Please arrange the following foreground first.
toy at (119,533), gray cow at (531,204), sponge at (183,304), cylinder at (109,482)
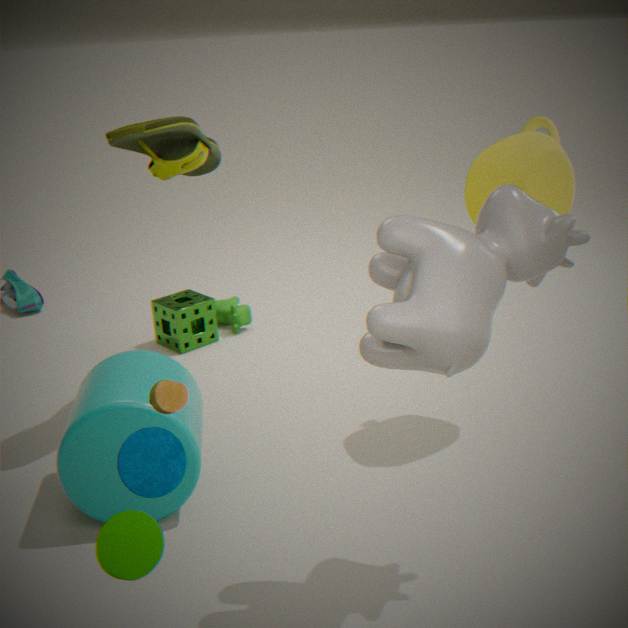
toy at (119,533) < gray cow at (531,204) < cylinder at (109,482) < sponge at (183,304)
